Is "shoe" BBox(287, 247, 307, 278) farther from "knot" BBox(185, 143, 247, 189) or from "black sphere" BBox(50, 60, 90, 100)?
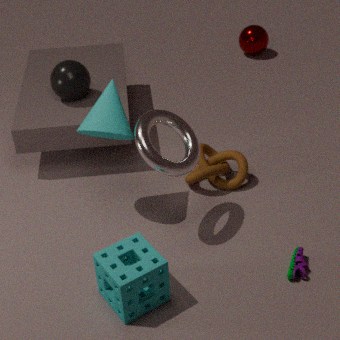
"black sphere" BBox(50, 60, 90, 100)
